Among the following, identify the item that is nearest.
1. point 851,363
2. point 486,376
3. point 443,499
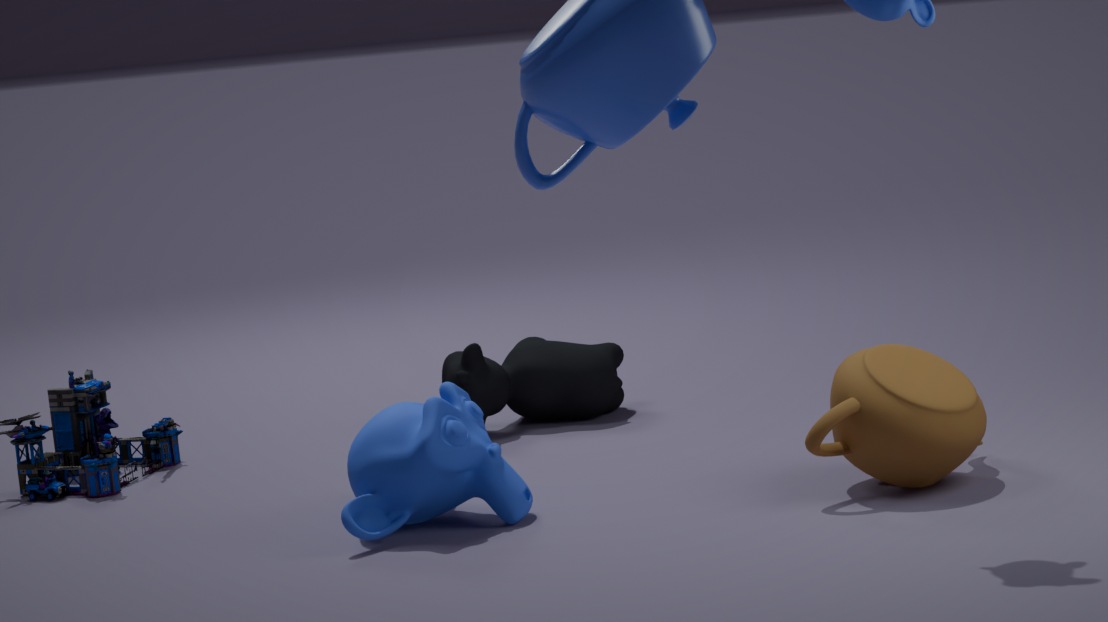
point 851,363
